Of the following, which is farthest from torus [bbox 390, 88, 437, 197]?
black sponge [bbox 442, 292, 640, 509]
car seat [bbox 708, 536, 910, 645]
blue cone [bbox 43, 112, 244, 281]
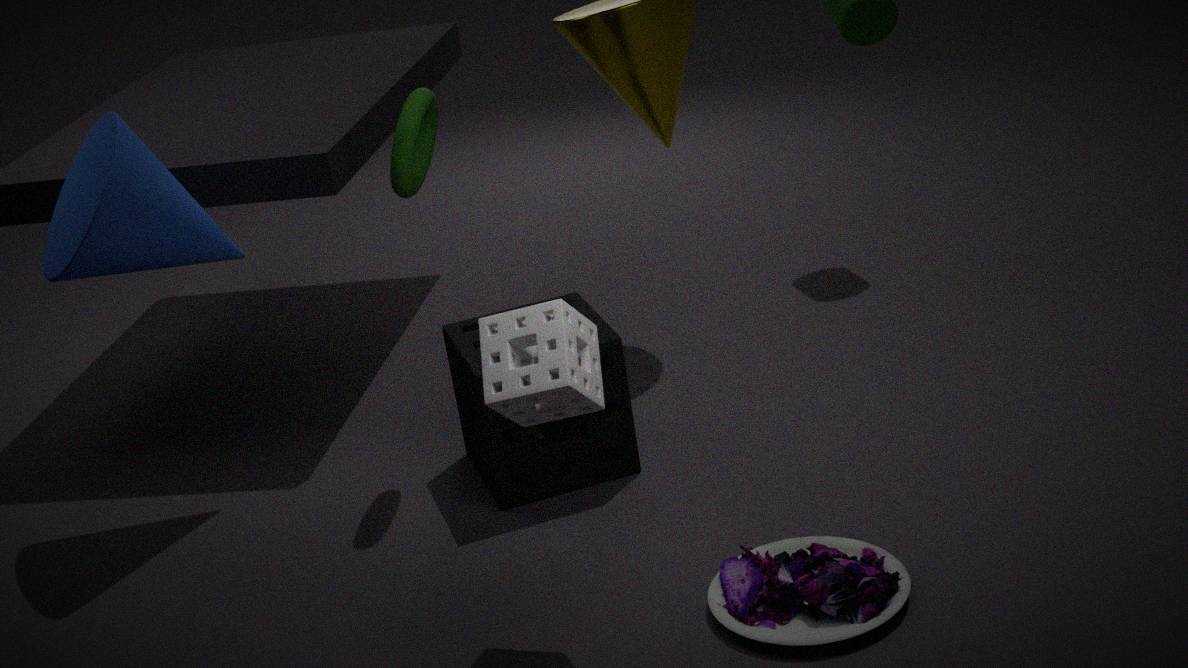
car seat [bbox 708, 536, 910, 645]
